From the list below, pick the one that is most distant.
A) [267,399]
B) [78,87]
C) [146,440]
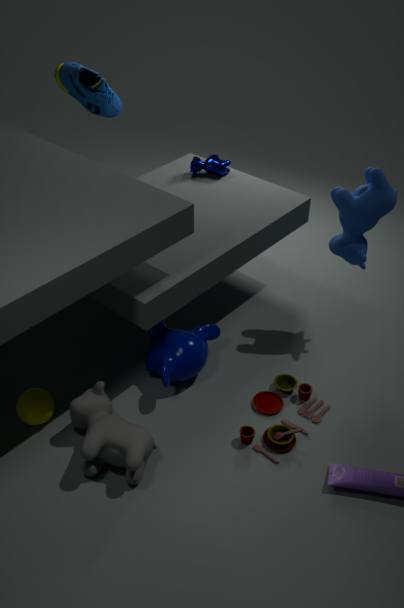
[78,87]
